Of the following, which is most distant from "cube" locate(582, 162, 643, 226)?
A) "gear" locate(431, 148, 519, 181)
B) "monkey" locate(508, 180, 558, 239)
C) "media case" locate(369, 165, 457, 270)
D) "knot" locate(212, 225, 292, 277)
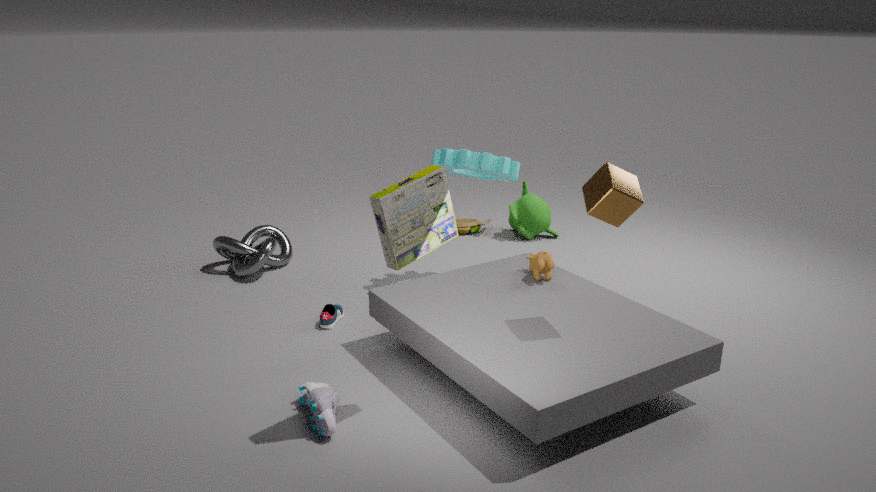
"knot" locate(212, 225, 292, 277)
